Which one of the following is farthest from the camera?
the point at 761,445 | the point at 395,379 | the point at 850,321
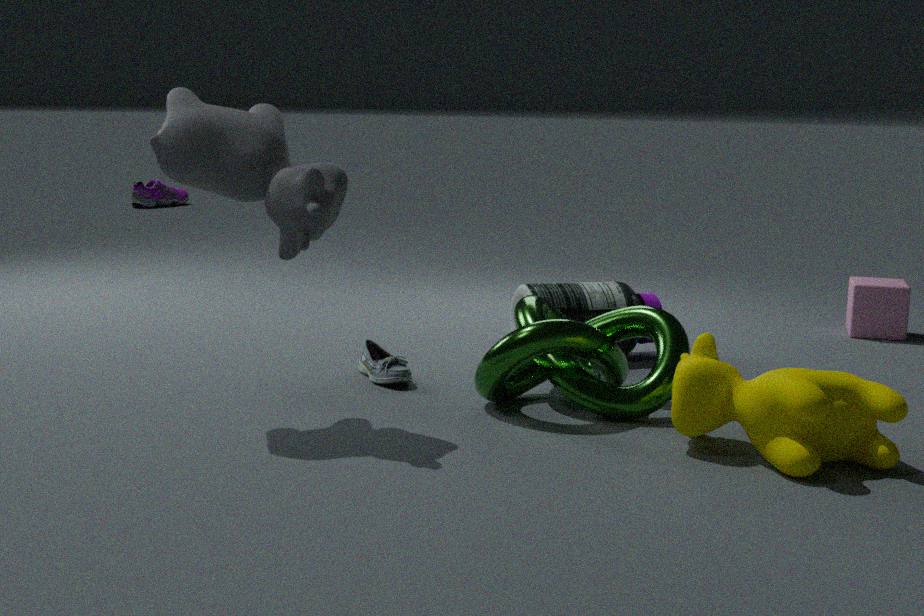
the point at 850,321
